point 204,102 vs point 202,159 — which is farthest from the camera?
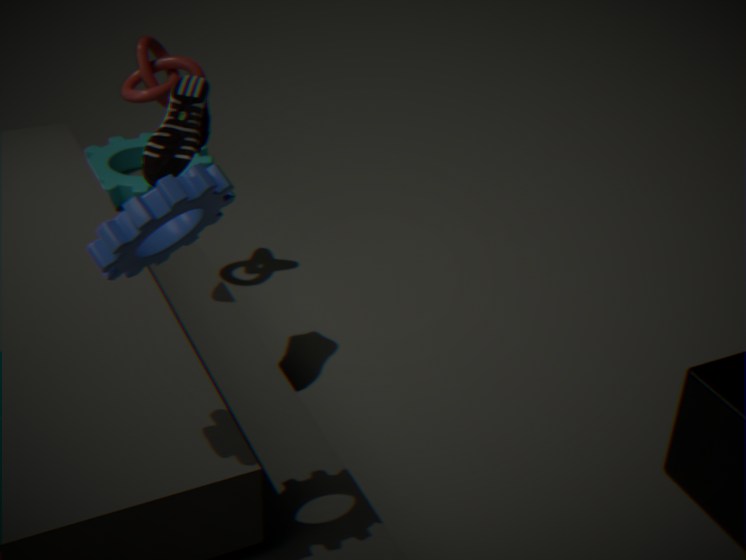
point 202,159
